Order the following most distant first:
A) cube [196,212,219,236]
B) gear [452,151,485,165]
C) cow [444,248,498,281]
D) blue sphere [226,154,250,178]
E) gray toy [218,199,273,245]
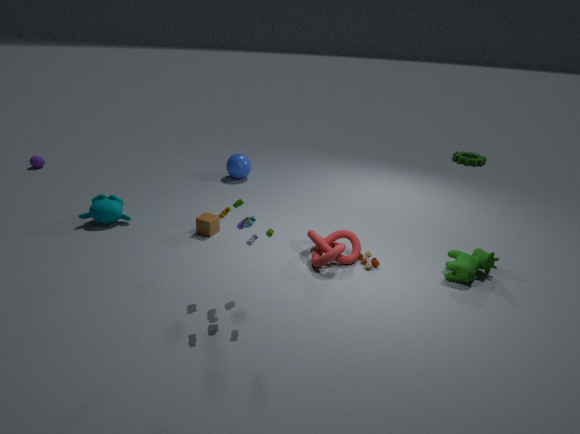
gear [452,151,485,165], blue sphere [226,154,250,178], cube [196,212,219,236], cow [444,248,498,281], gray toy [218,199,273,245]
